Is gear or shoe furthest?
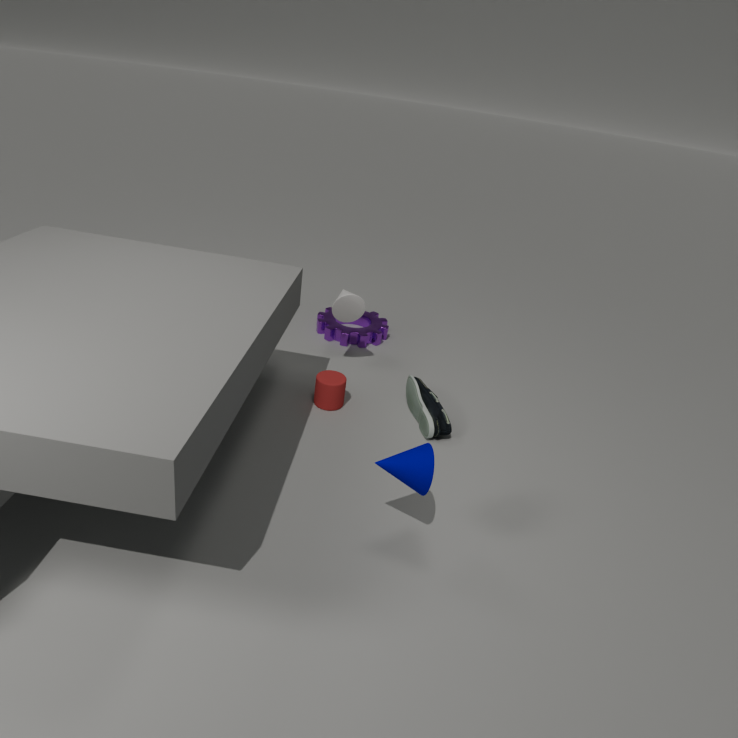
gear
